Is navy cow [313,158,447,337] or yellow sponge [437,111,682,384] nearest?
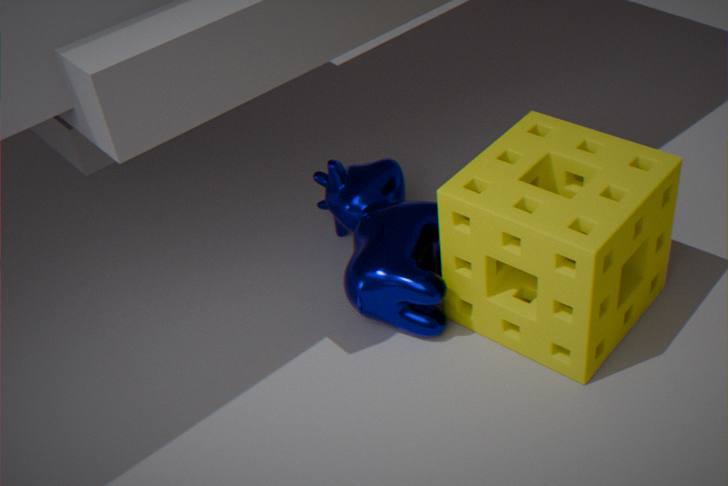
yellow sponge [437,111,682,384]
